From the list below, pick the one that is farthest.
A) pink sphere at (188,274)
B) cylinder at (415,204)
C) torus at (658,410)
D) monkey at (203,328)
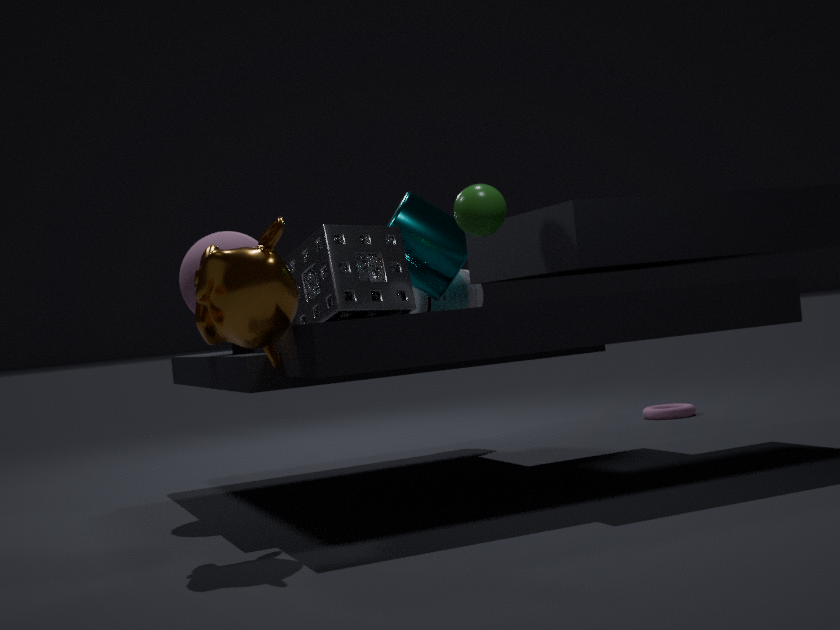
torus at (658,410)
